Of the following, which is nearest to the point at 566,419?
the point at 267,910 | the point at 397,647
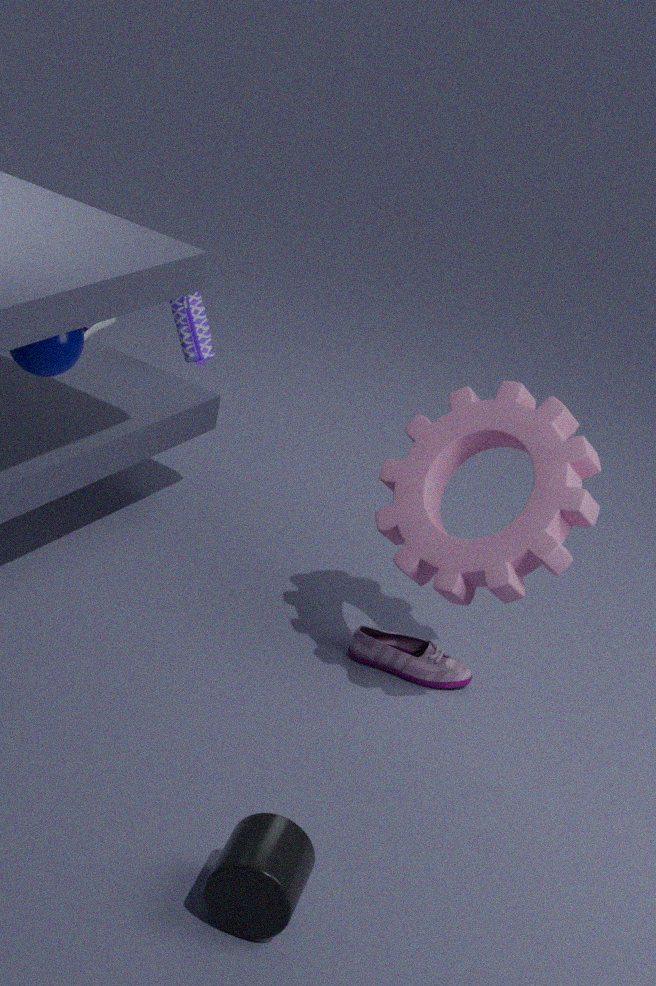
the point at 397,647
